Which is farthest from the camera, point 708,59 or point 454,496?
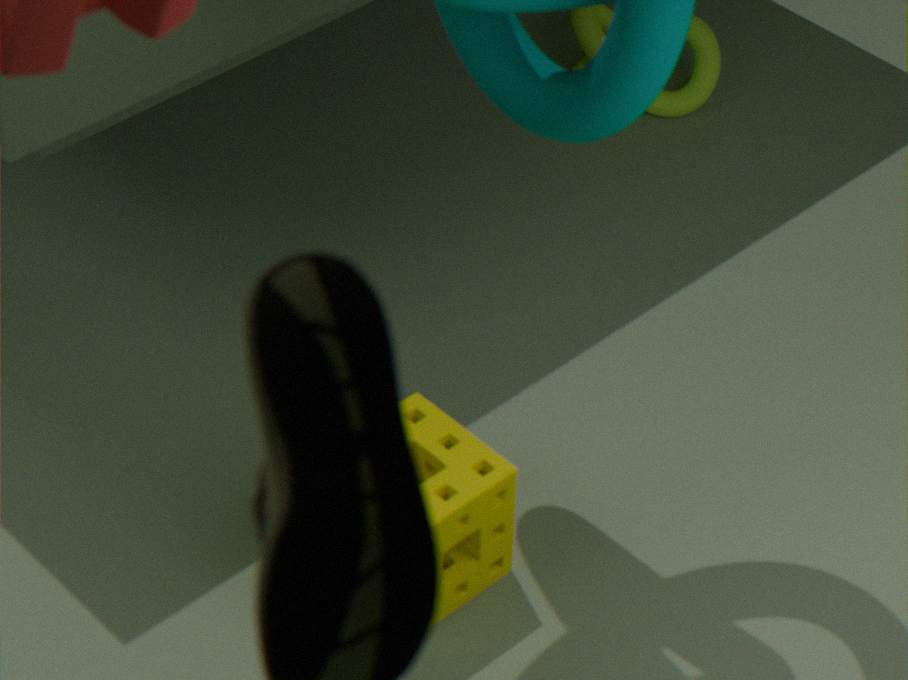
point 708,59
